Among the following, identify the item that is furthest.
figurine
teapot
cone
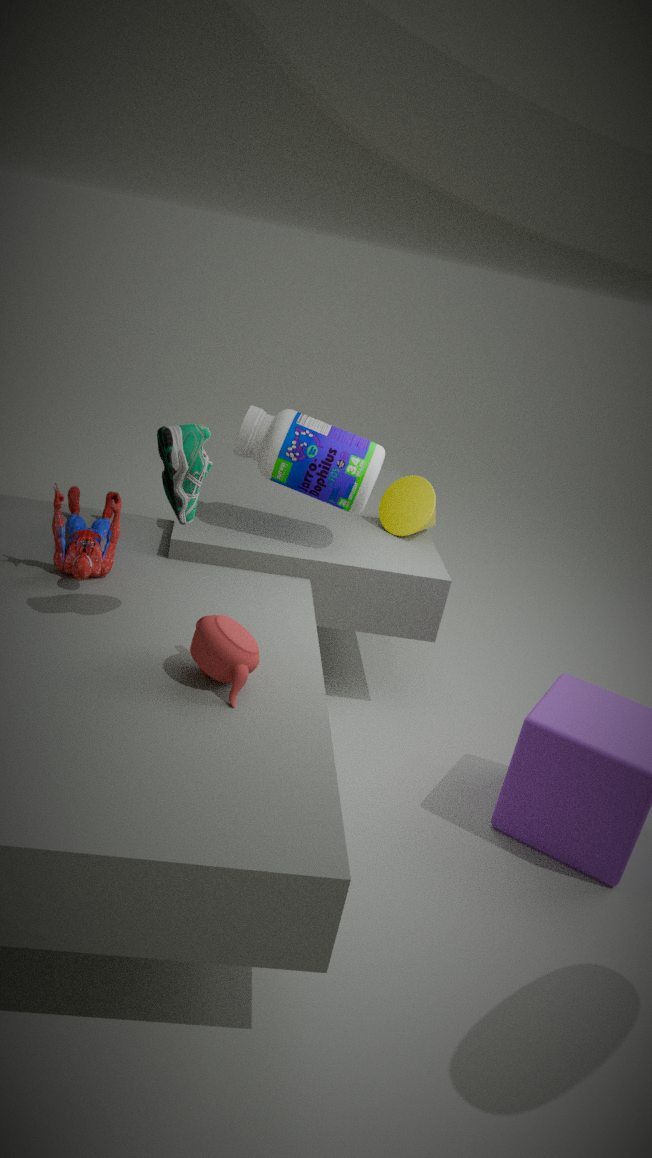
cone
